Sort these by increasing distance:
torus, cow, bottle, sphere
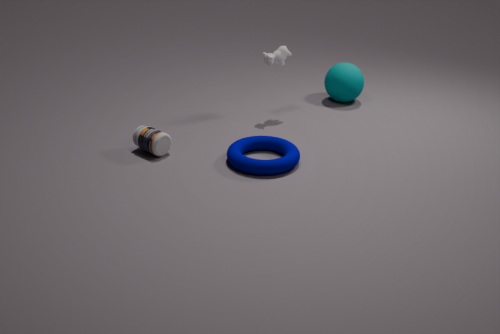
torus → bottle → cow → sphere
